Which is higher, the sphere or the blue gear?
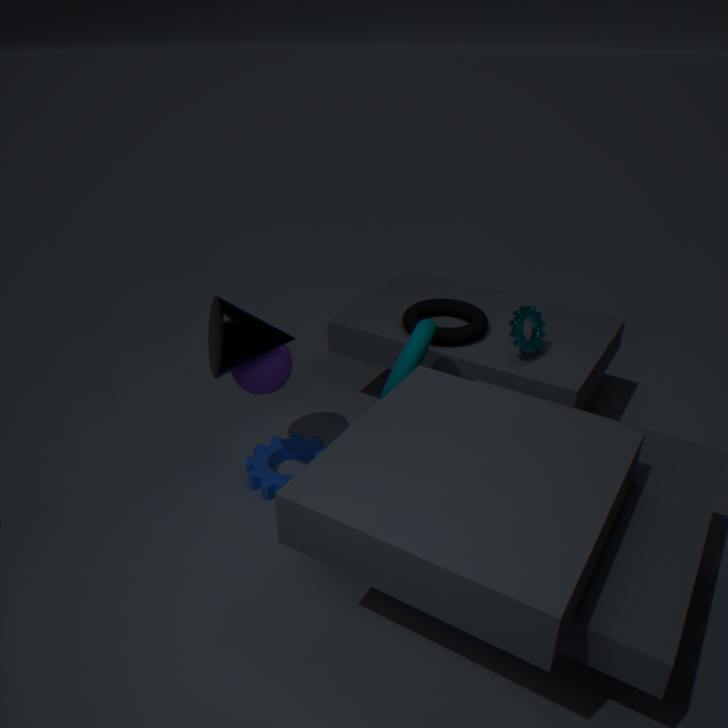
the sphere
